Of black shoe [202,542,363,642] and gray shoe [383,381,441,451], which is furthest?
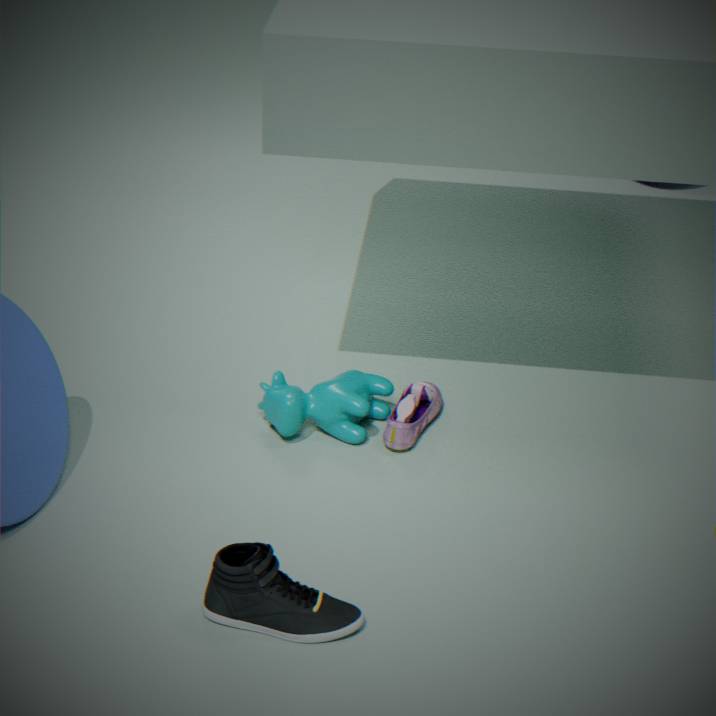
gray shoe [383,381,441,451]
